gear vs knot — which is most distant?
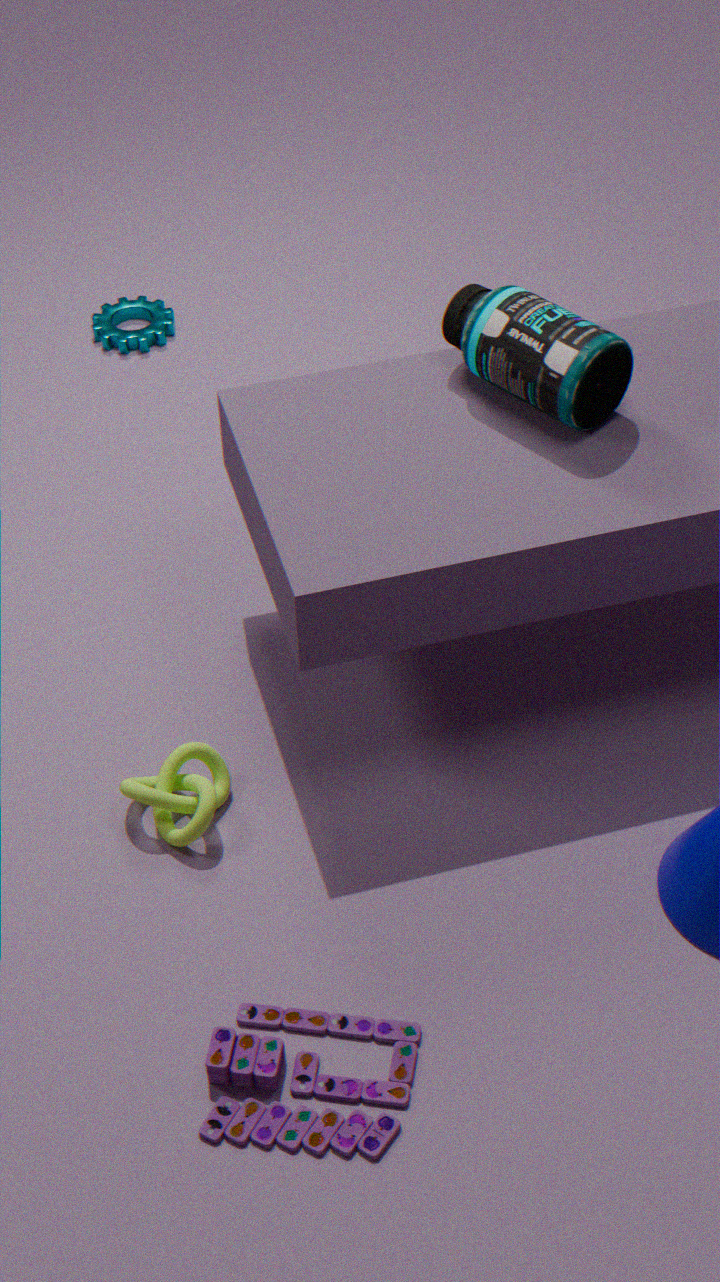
gear
